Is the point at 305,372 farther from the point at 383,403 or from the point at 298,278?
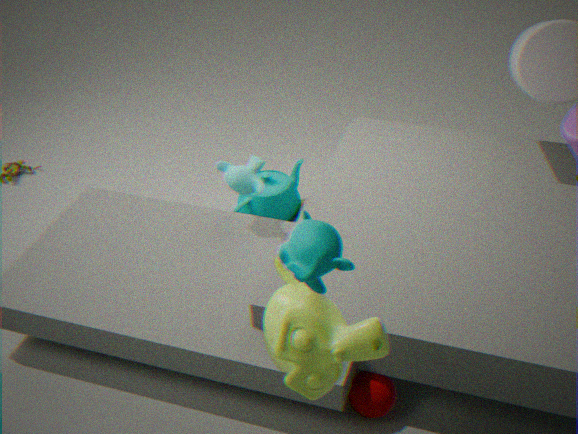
the point at 383,403
